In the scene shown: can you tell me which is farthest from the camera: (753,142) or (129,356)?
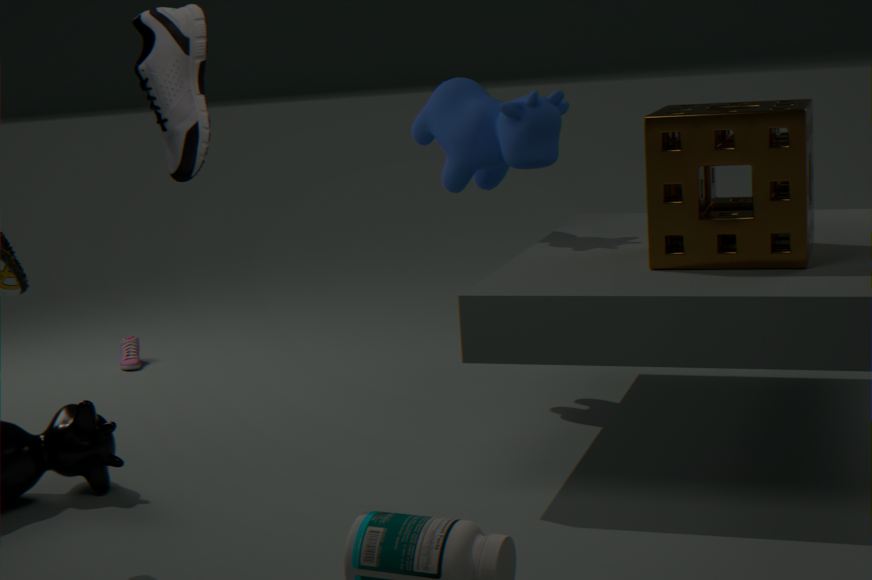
(129,356)
